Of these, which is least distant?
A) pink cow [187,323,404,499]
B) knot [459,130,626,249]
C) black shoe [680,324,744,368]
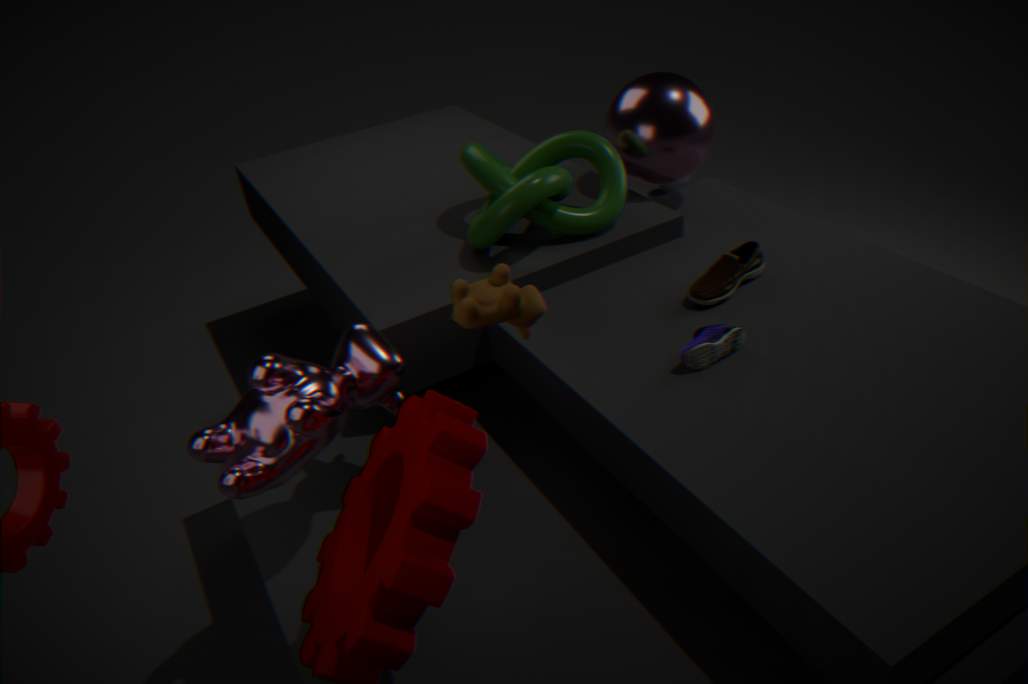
pink cow [187,323,404,499]
